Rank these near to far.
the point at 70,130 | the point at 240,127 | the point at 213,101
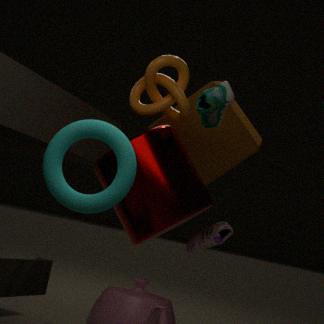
the point at 70,130, the point at 213,101, the point at 240,127
